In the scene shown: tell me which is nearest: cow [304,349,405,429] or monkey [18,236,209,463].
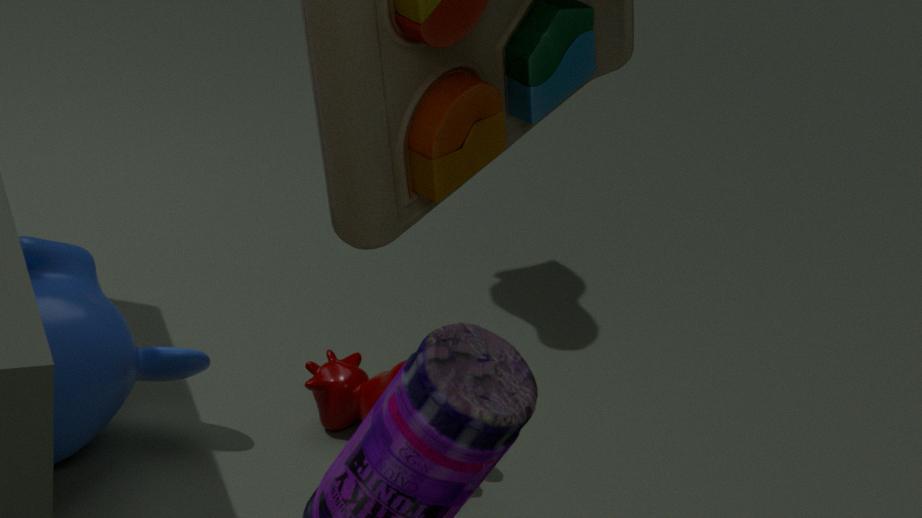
monkey [18,236,209,463]
